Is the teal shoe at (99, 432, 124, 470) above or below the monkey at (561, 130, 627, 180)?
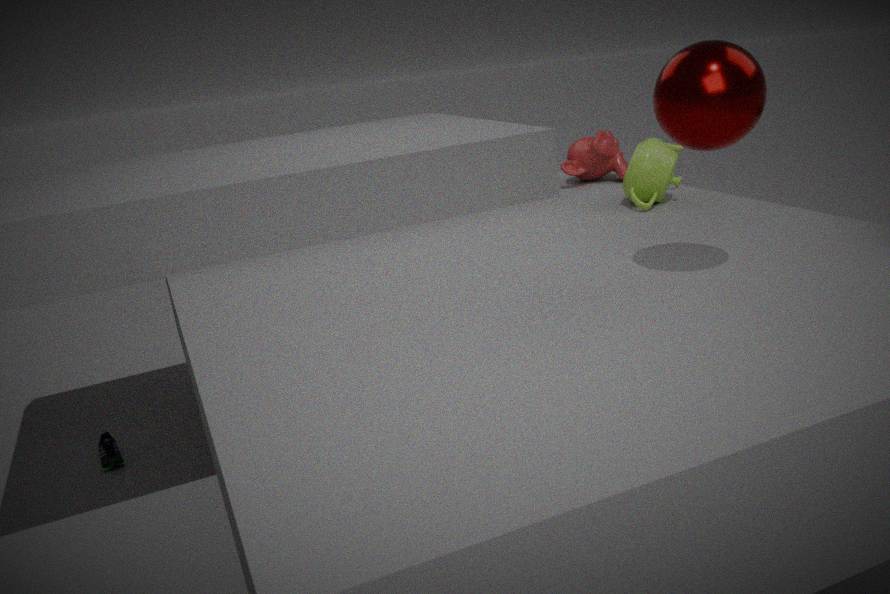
below
